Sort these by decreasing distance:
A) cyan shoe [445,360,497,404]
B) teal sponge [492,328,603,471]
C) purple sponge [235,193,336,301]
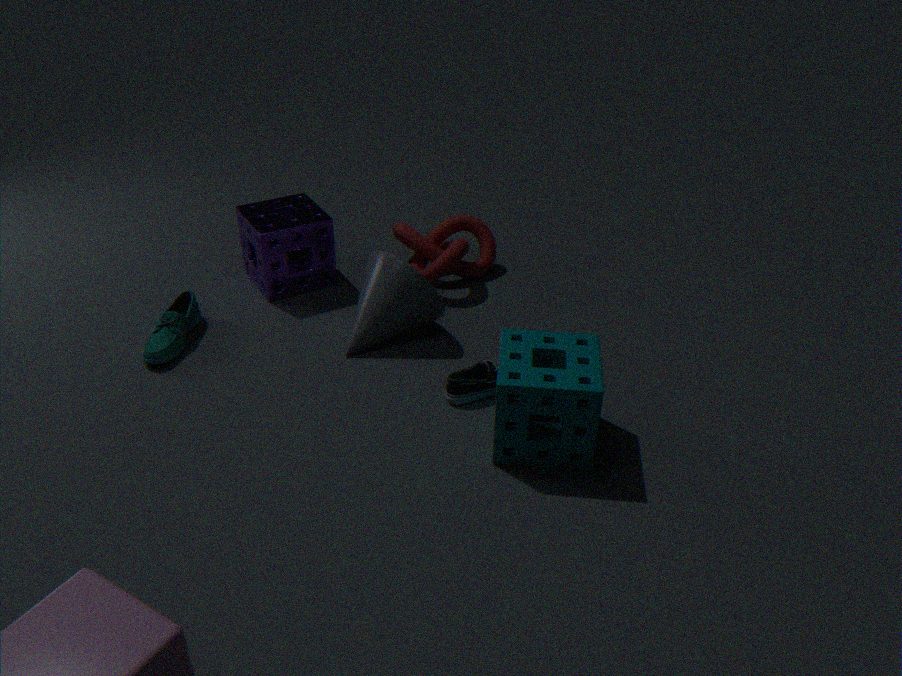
C. purple sponge [235,193,336,301], A. cyan shoe [445,360,497,404], B. teal sponge [492,328,603,471]
